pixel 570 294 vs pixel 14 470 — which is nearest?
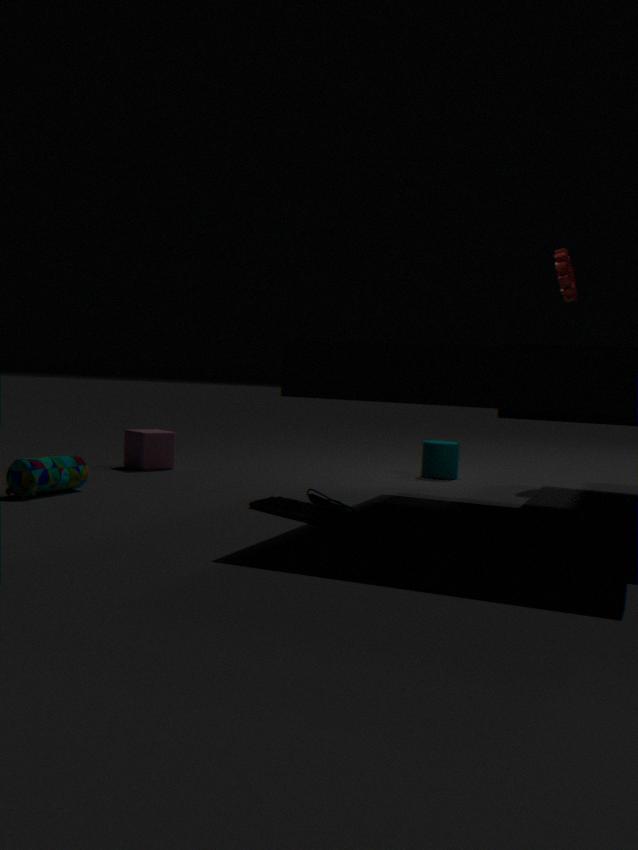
pixel 14 470
